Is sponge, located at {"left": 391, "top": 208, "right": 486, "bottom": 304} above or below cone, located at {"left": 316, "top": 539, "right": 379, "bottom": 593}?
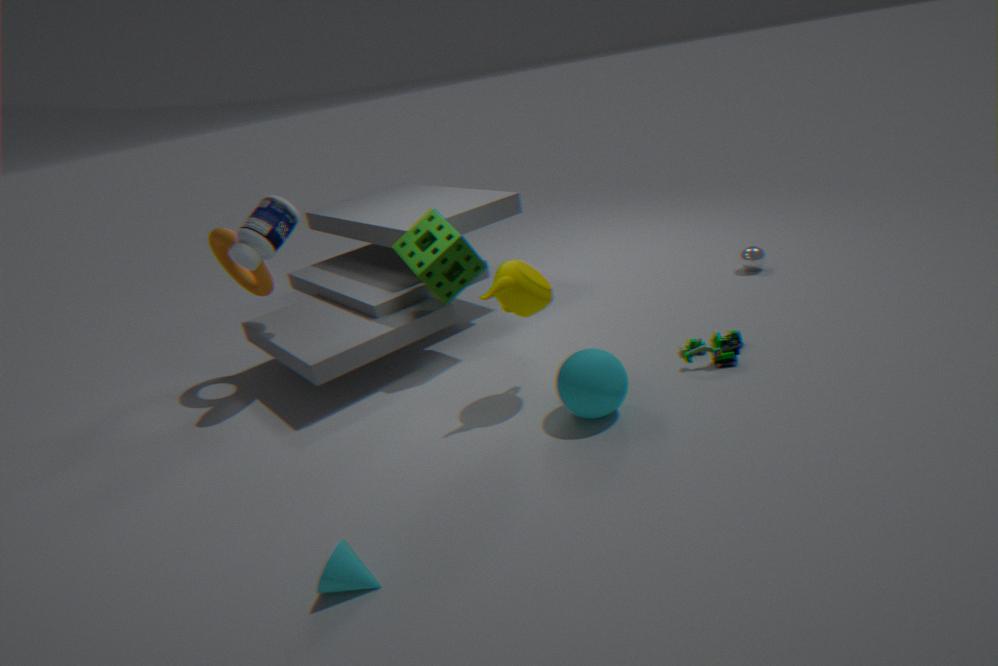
above
